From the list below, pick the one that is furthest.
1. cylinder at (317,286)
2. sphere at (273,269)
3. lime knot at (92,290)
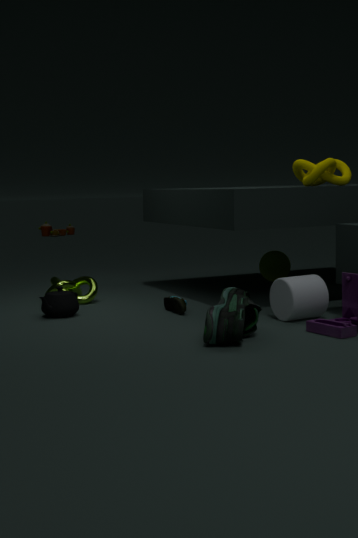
sphere at (273,269)
